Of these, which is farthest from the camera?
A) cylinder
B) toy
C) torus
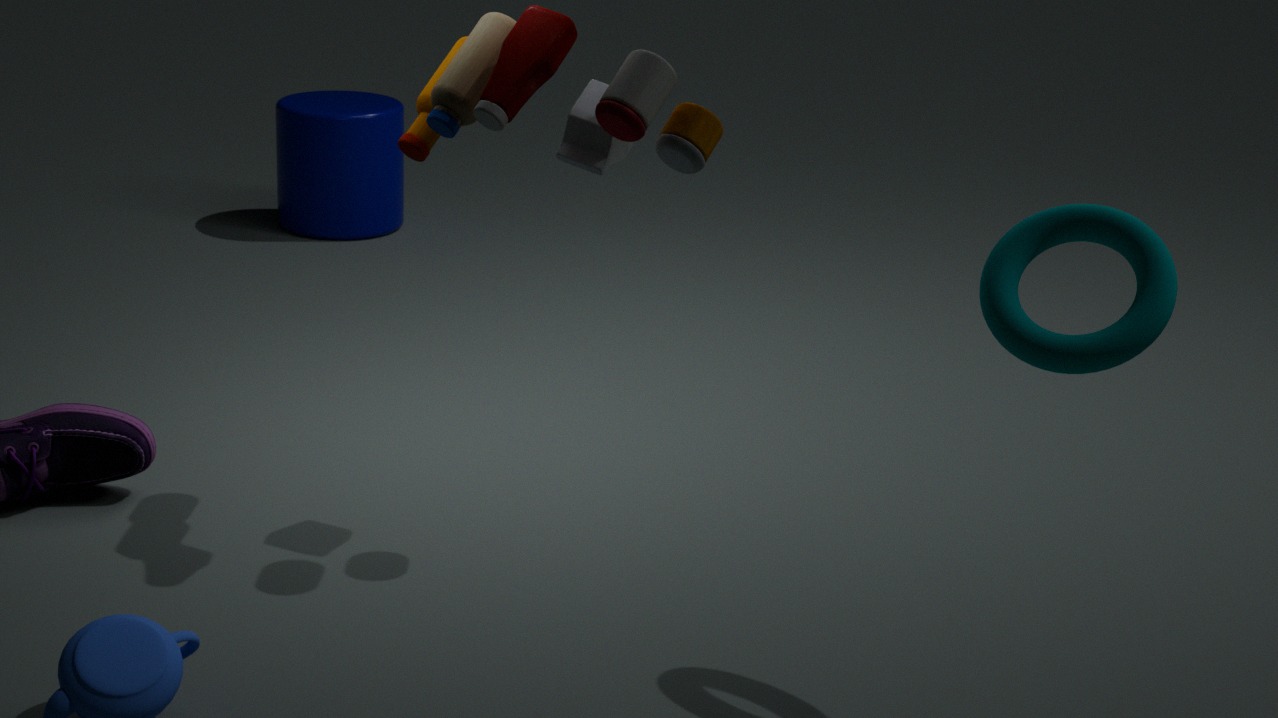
cylinder
